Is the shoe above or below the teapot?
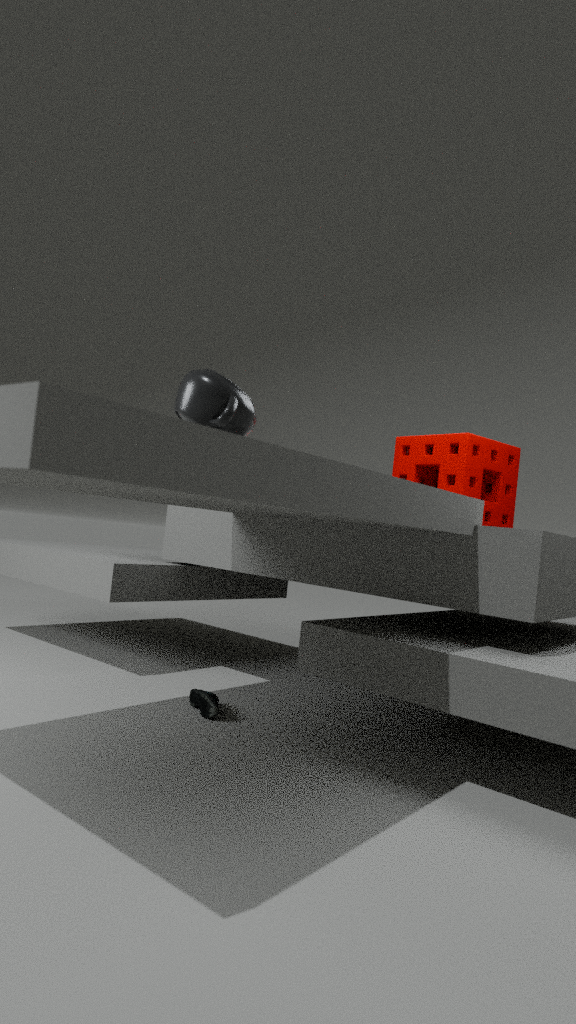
below
